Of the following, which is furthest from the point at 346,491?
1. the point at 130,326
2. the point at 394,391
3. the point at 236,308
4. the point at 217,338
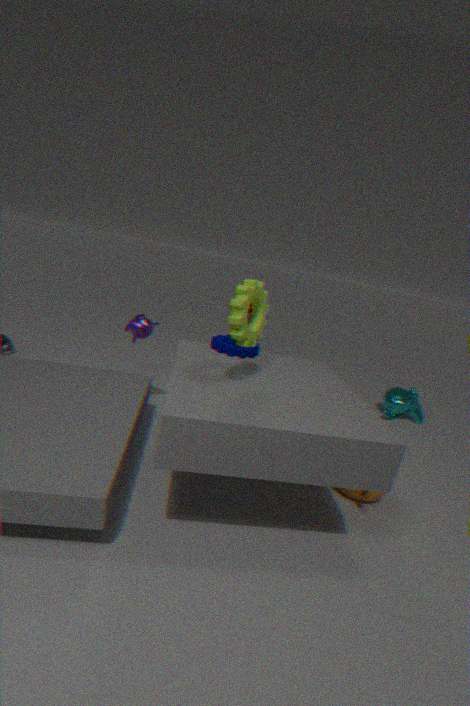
the point at 130,326
